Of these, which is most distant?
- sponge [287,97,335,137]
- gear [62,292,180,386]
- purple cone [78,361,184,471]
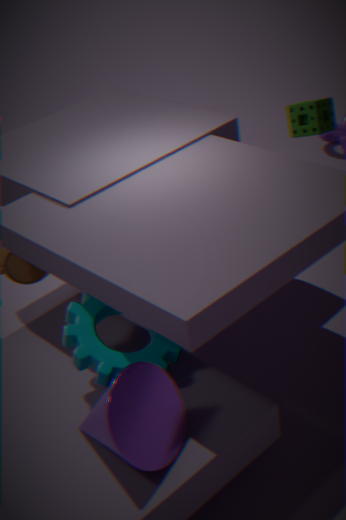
sponge [287,97,335,137]
